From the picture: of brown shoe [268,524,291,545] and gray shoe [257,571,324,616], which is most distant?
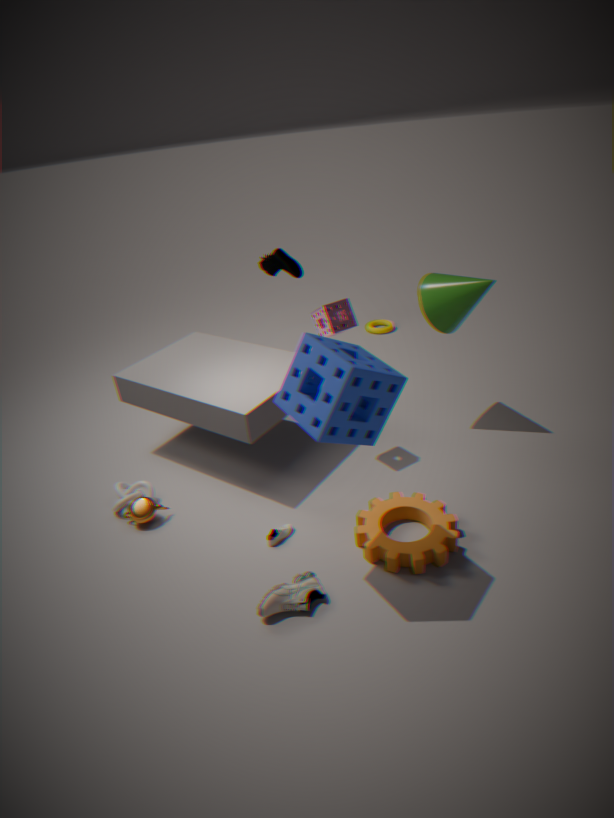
brown shoe [268,524,291,545]
